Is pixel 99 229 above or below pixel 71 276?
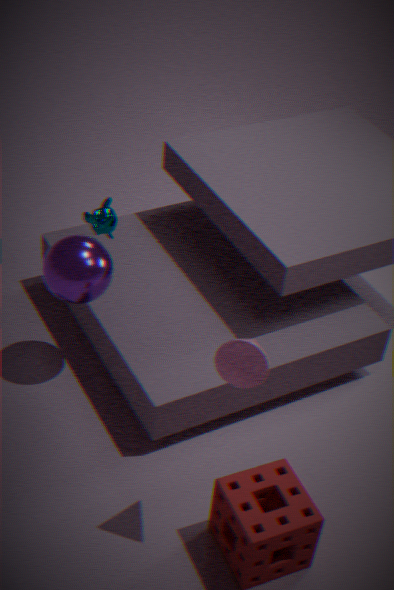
below
